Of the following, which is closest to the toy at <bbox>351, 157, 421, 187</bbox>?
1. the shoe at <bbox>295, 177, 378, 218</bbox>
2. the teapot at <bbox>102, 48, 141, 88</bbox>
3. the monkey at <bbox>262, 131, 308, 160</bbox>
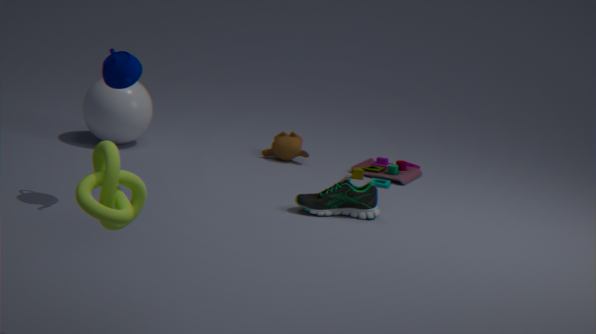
the monkey at <bbox>262, 131, 308, 160</bbox>
